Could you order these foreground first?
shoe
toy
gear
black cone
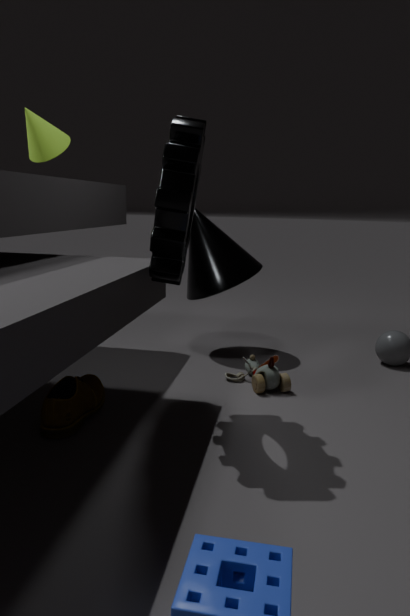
1. gear
2. shoe
3. toy
4. black cone
